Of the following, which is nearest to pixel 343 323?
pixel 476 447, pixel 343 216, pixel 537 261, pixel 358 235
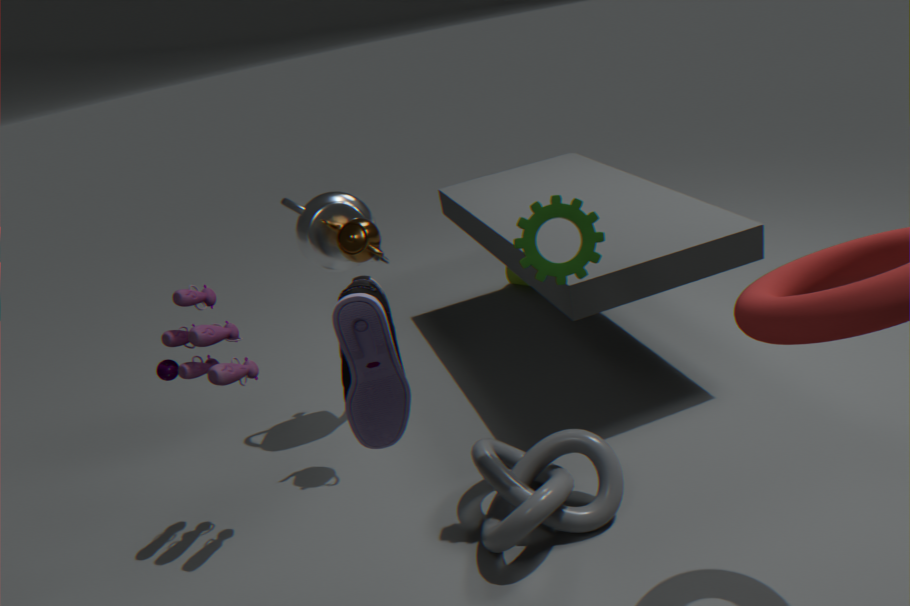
pixel 537 261
